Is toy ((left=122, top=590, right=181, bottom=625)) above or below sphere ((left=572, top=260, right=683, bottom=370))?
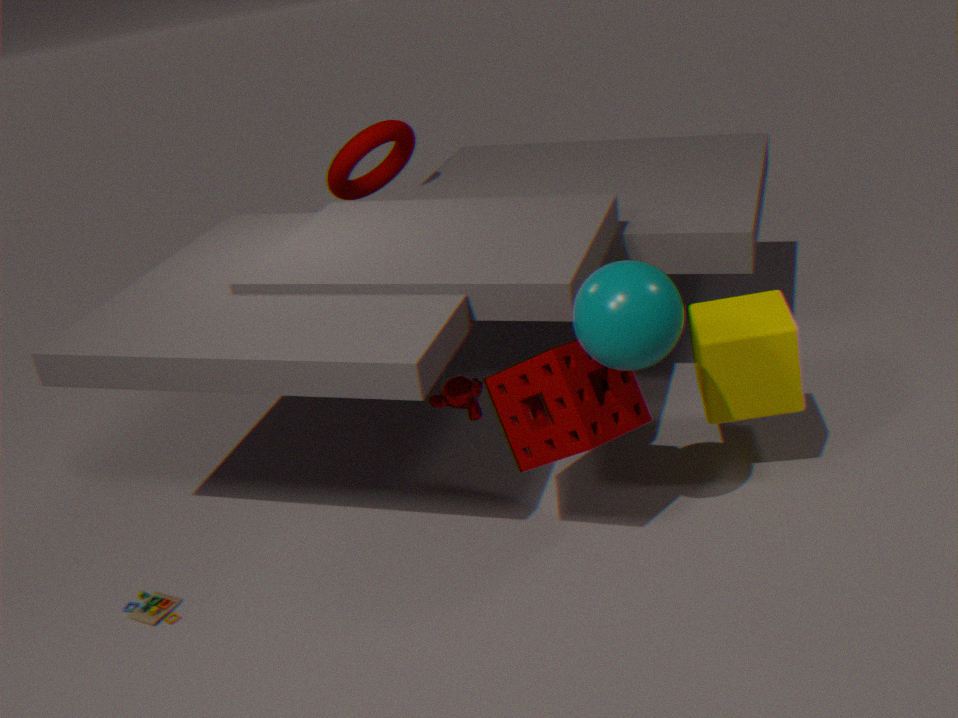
below
